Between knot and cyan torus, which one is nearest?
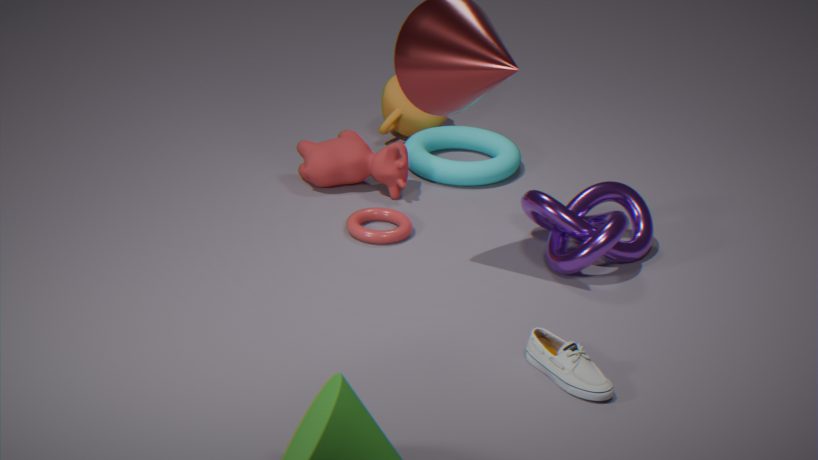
knot
